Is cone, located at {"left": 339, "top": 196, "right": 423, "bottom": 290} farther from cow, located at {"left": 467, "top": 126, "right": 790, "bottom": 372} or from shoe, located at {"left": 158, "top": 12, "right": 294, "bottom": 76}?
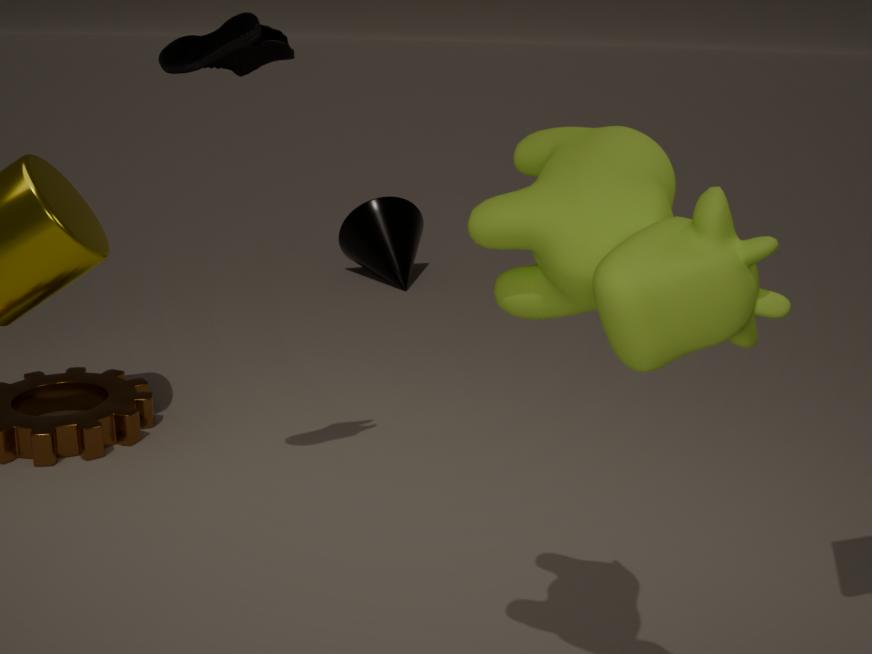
cow, located at {"left": 467, "top": 126, "right": 790, "bottom": 372}
